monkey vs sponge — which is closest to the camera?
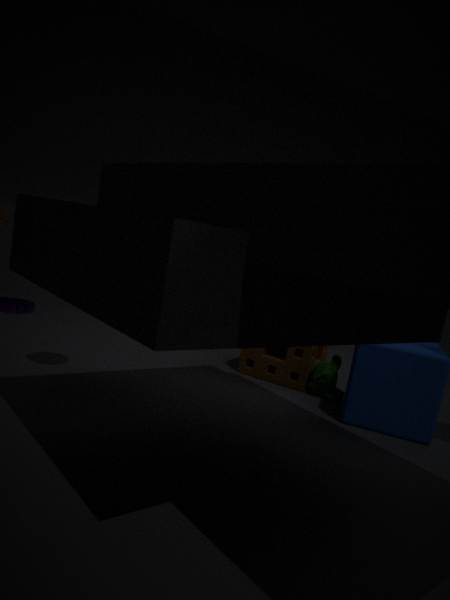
monkey
